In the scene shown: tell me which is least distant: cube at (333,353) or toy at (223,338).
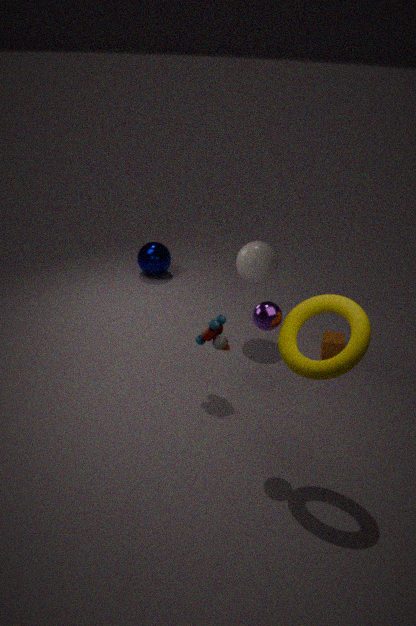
toy at (223,338)
